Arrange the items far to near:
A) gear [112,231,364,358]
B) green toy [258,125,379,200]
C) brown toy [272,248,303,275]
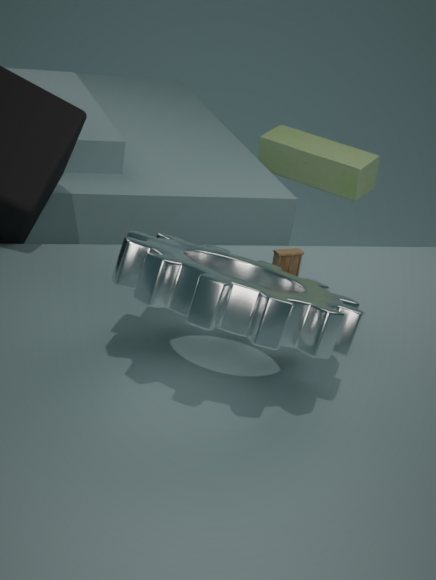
green toy [258,125,379,200], brown toy [272,248,303,275], gear [112,231,364,358]
